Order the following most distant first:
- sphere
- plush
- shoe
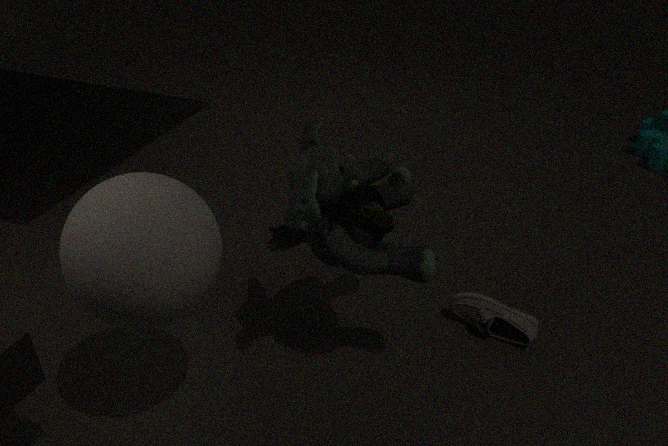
shoe
plush
sphere
